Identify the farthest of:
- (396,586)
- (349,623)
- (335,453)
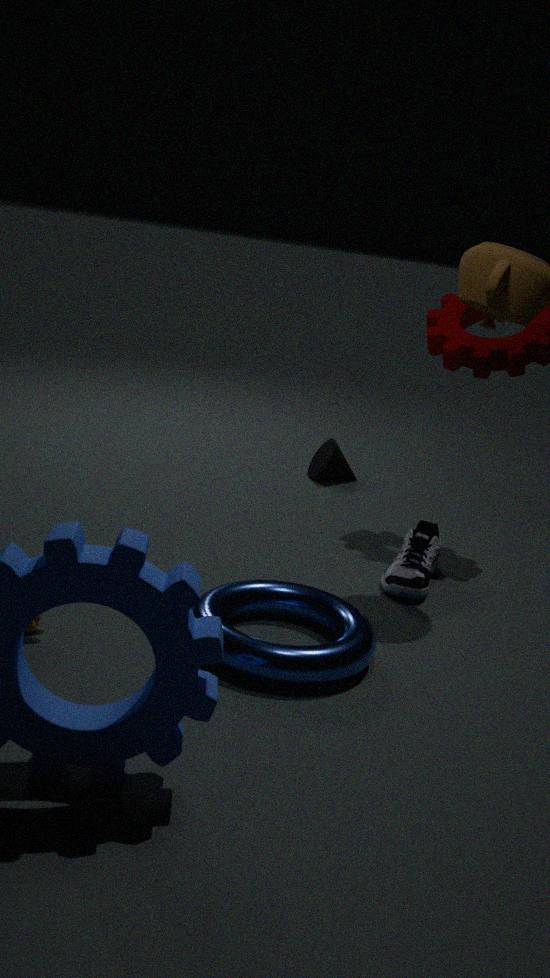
(335,453)
